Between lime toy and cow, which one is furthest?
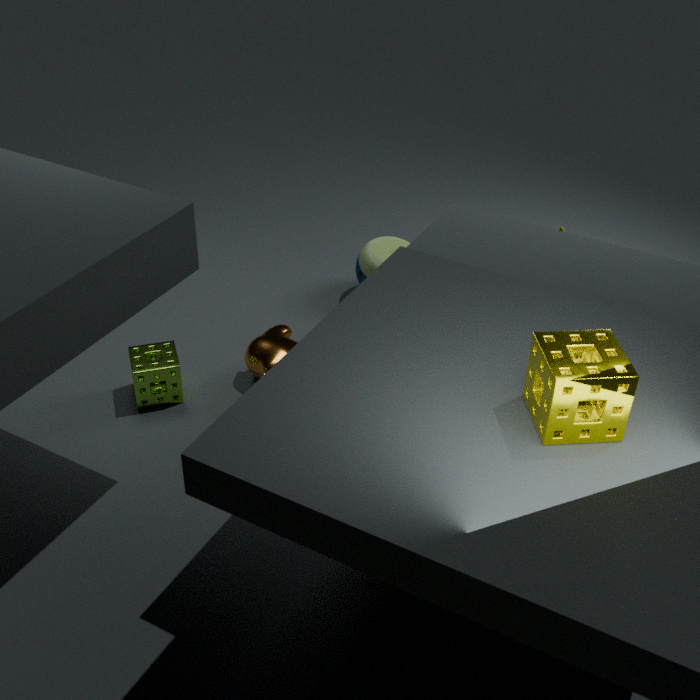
lime toy
